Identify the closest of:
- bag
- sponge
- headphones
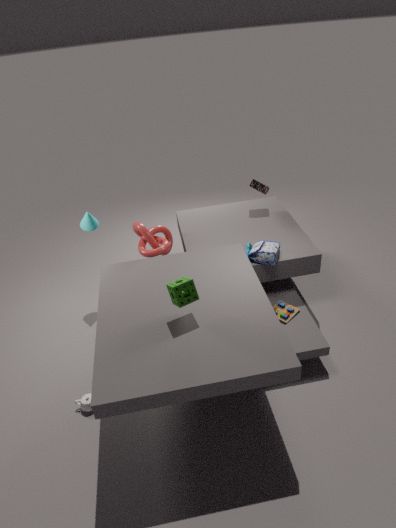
sponge
